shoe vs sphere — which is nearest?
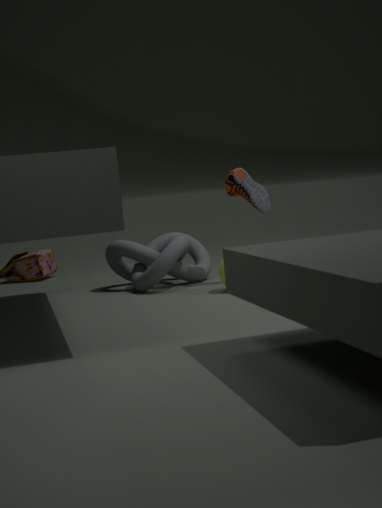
sphere
